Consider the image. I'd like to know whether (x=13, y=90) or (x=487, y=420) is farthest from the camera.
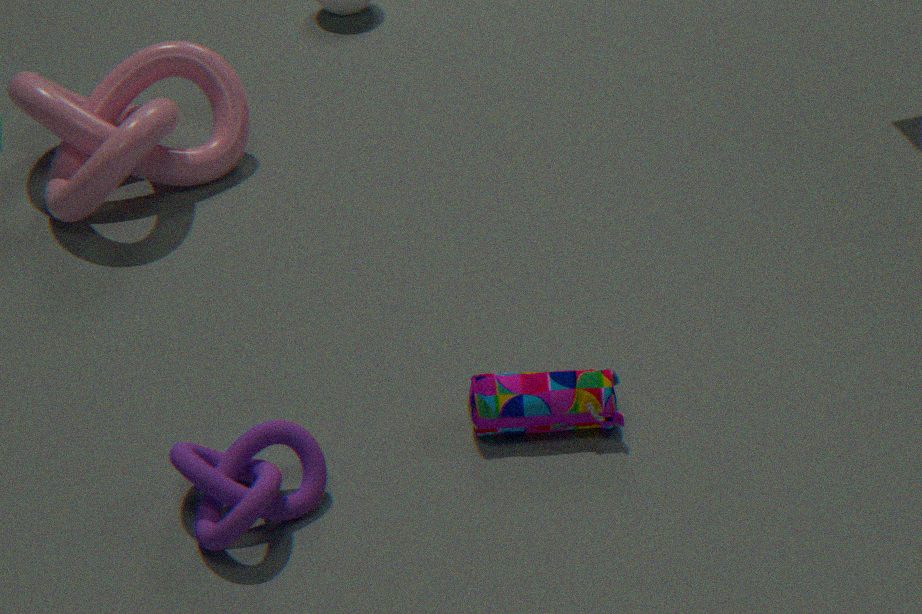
A: (x=13, y=90)
